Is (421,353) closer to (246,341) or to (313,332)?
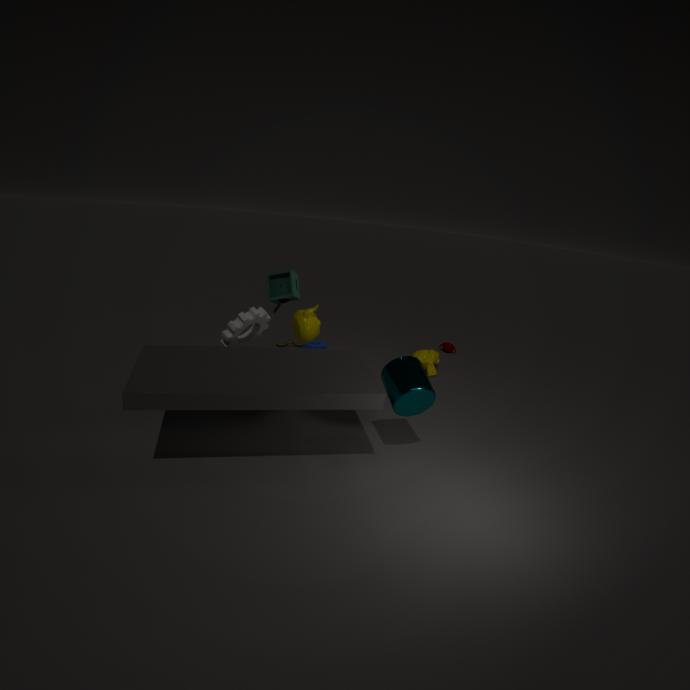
(313,332)
